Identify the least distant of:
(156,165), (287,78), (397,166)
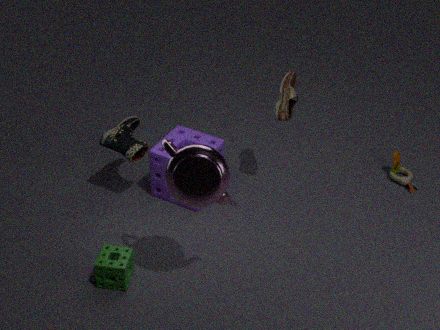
(287,78)
